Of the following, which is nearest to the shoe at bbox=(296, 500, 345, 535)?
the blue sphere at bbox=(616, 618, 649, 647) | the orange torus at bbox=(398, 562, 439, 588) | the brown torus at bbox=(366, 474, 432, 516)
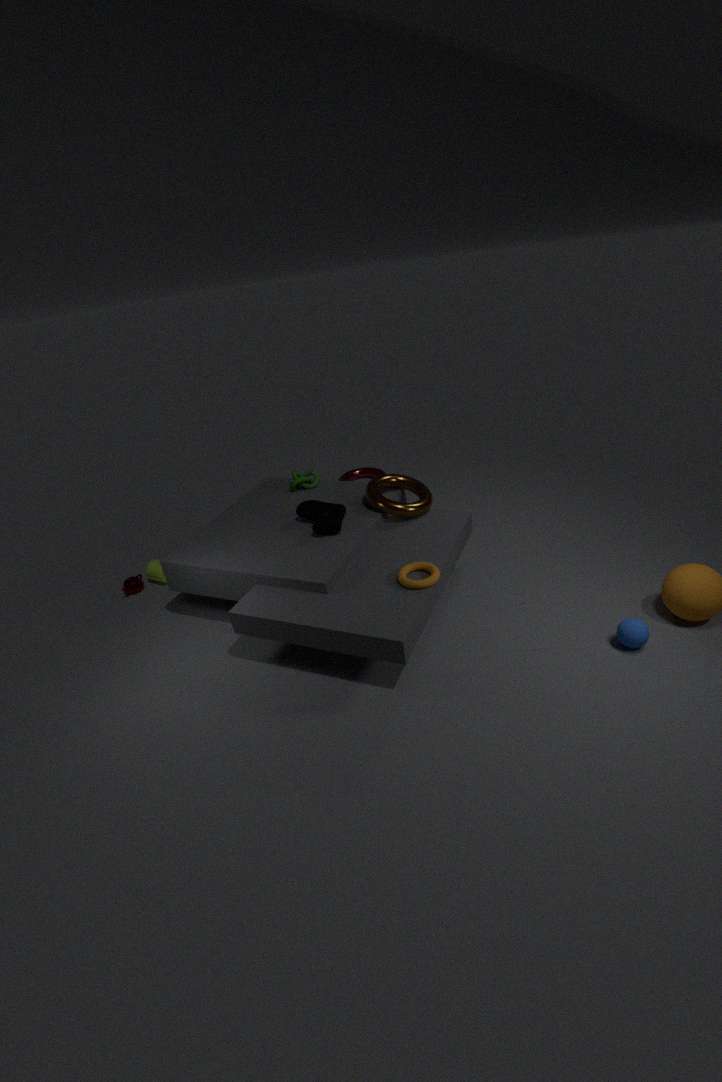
the brown torus at bbox=(366, 474, 432, 516)
